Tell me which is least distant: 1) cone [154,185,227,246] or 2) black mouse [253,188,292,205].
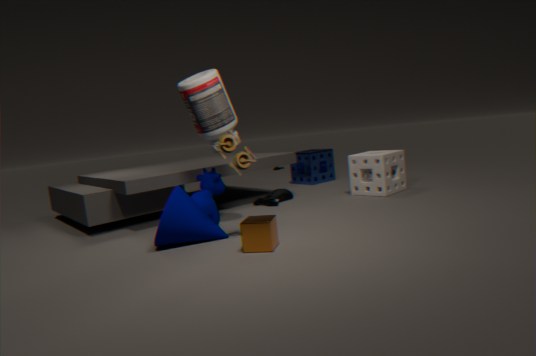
1. cone [154,185,227,246]
